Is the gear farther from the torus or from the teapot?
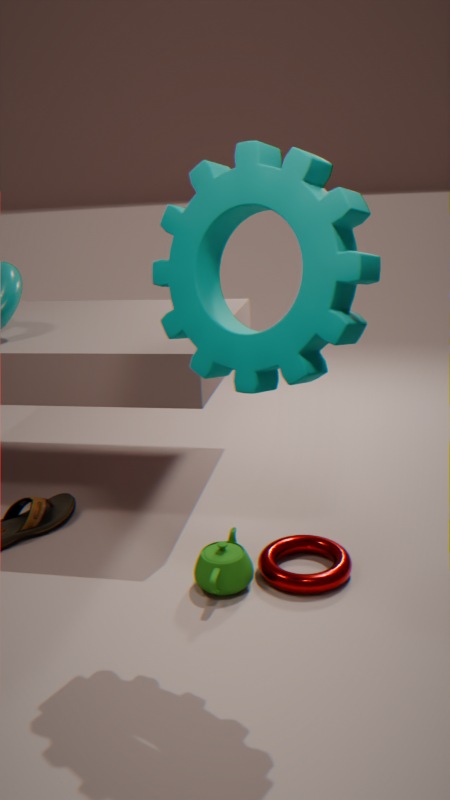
the torus
